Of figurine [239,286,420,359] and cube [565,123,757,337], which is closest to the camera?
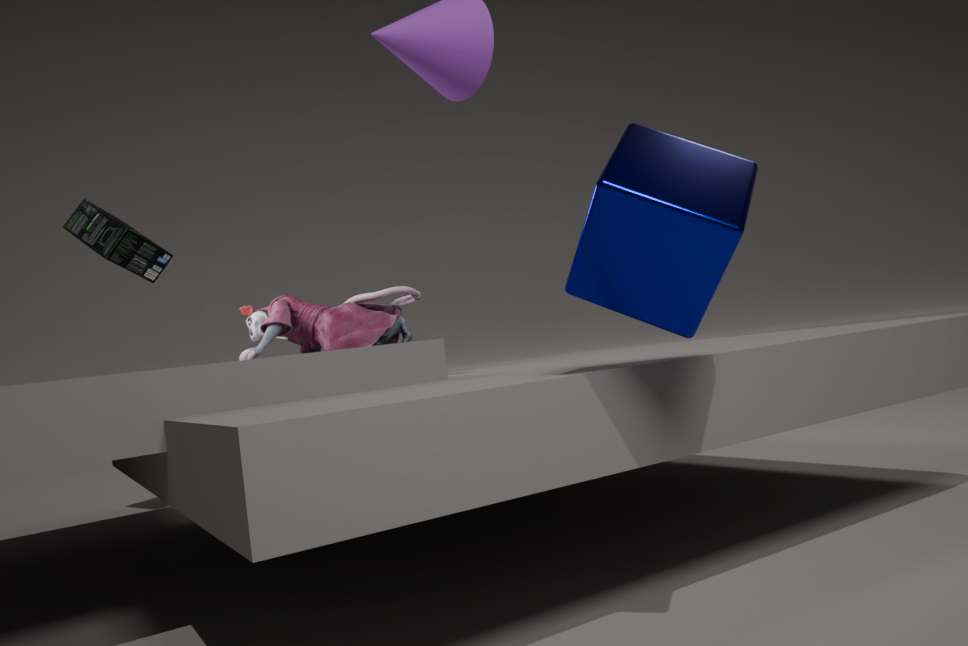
cube [565,123,757,337]
